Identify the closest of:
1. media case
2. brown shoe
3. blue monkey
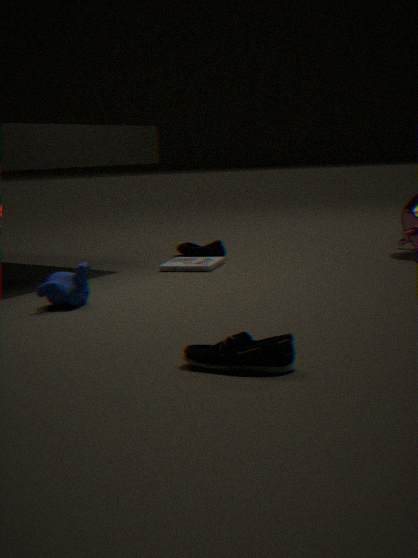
brown shoe
